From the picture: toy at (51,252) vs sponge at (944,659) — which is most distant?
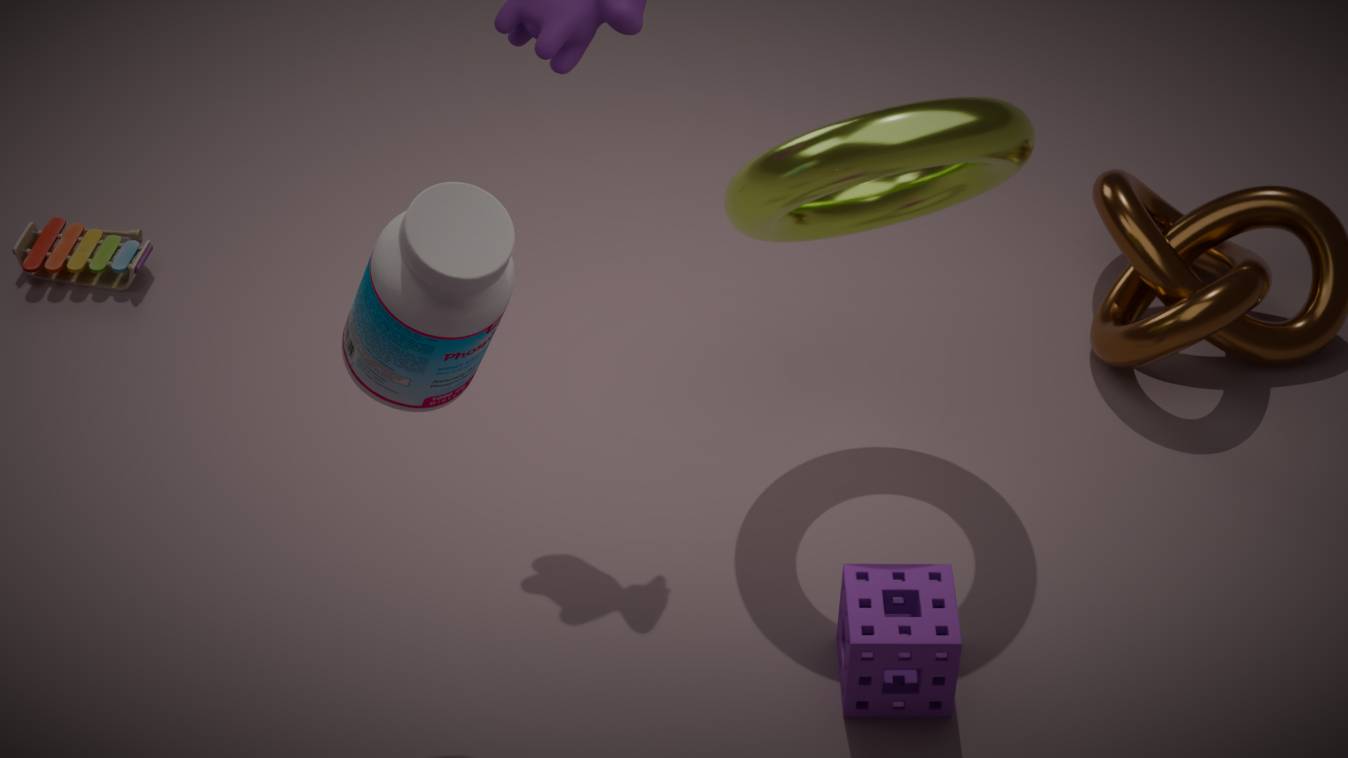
toy at (51,252)
